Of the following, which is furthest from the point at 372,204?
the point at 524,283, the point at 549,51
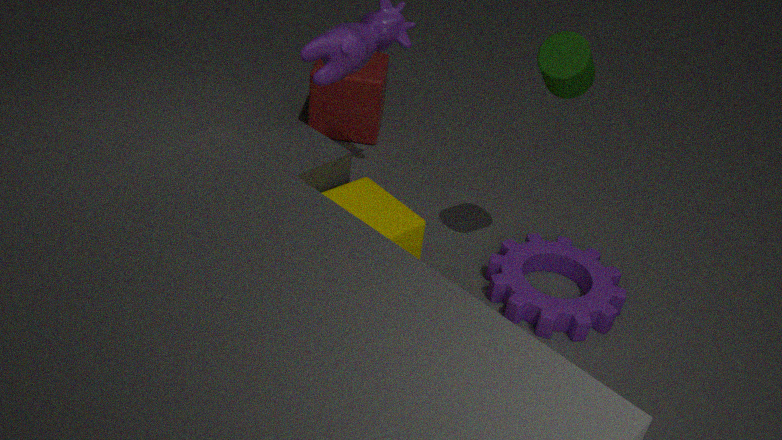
the point at 549,51
